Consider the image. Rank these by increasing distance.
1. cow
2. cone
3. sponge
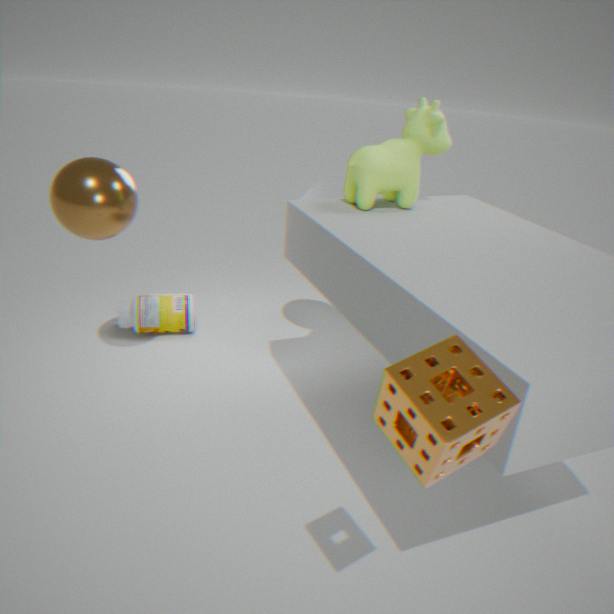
sponge → cow → cone
